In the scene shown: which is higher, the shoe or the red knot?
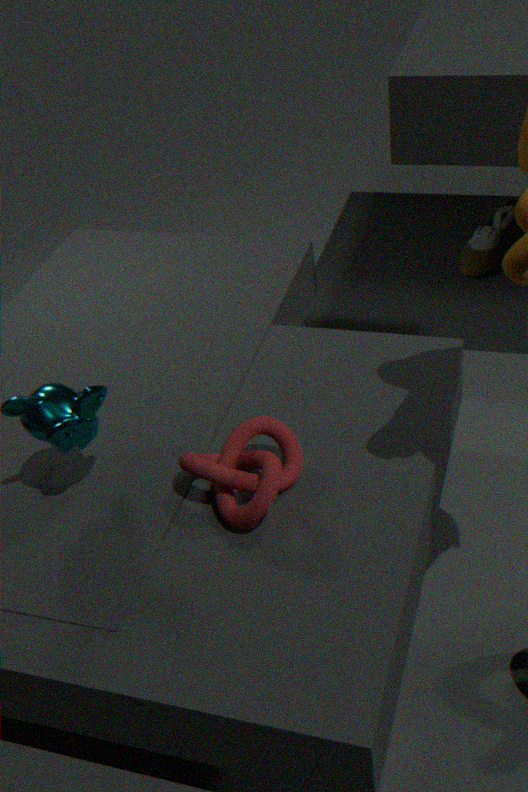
the red knot
